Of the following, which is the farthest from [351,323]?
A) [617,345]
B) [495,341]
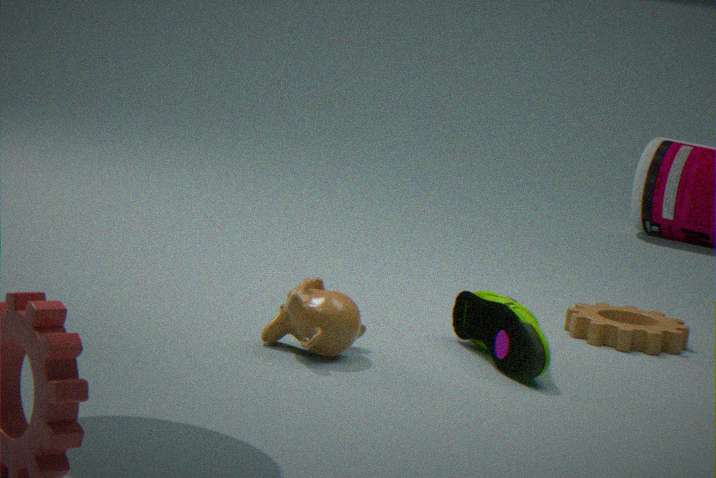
[617,345]
